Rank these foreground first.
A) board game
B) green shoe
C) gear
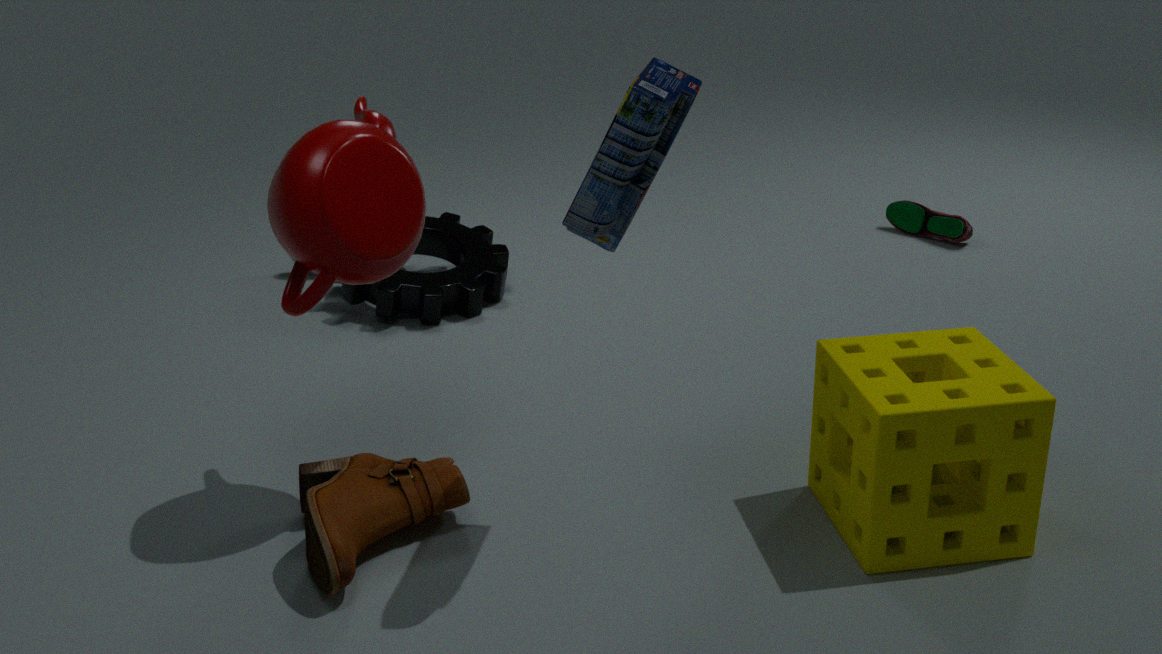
board game
gear
green shoe
